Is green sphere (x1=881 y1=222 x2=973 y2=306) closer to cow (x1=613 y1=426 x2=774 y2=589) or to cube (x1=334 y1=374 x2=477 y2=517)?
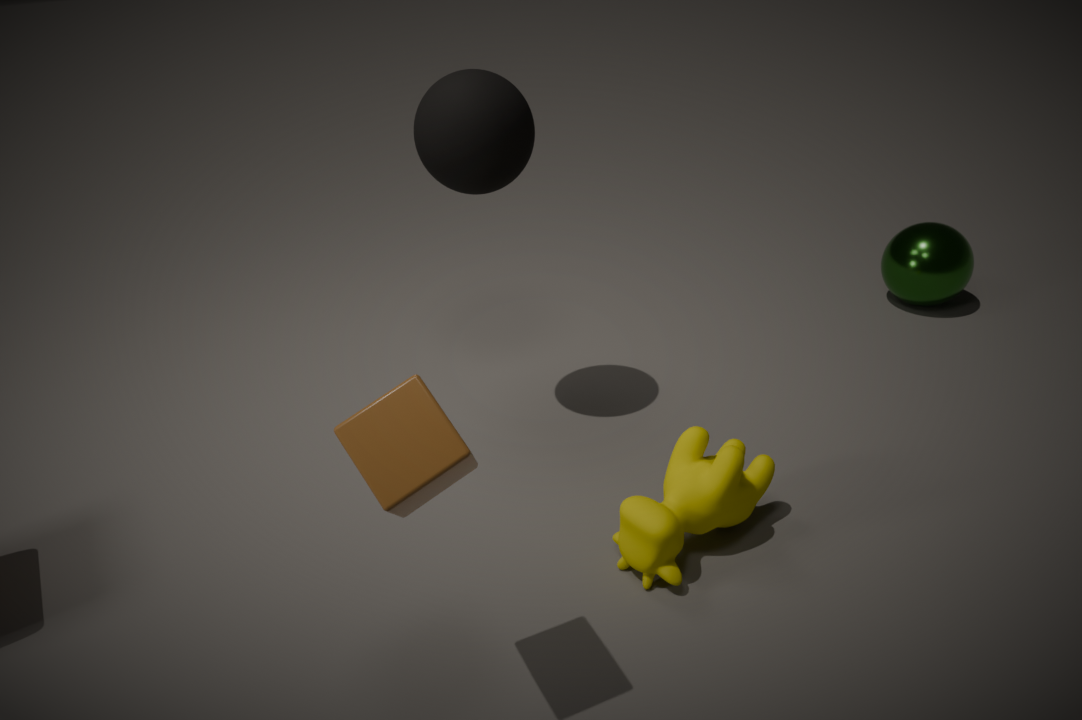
cow (x1=613 y1=426 x2=774 y2=589)
